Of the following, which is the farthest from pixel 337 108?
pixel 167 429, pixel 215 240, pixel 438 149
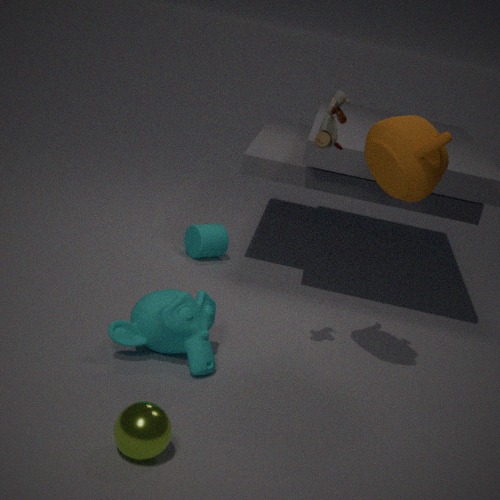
pixel 215 240
